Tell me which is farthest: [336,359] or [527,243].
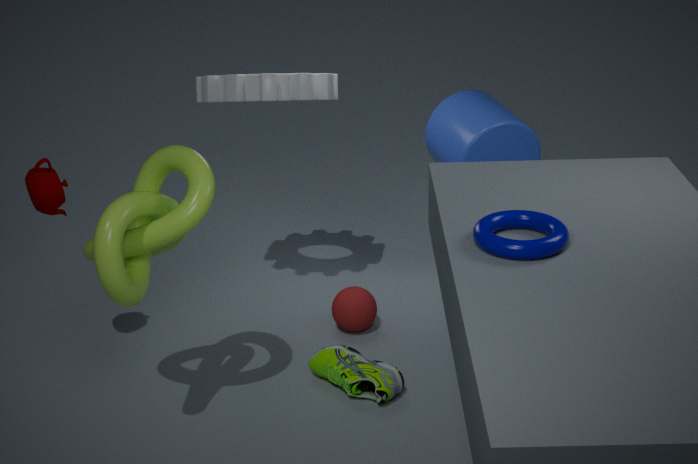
[336,359]
